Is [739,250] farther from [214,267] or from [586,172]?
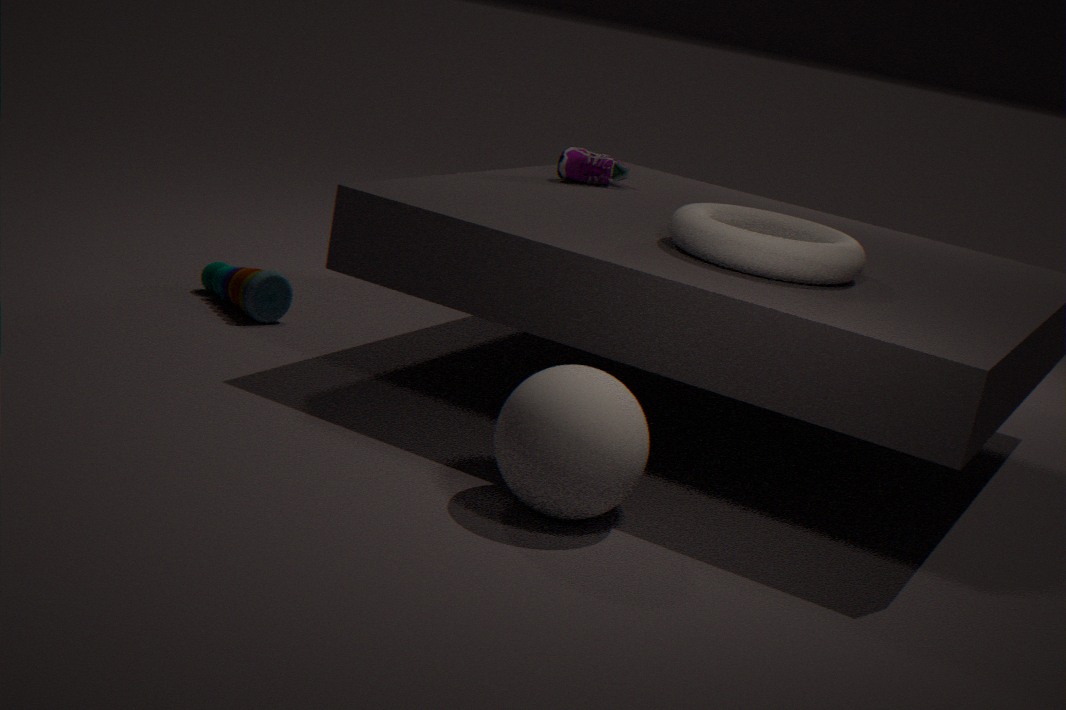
[214,267]
